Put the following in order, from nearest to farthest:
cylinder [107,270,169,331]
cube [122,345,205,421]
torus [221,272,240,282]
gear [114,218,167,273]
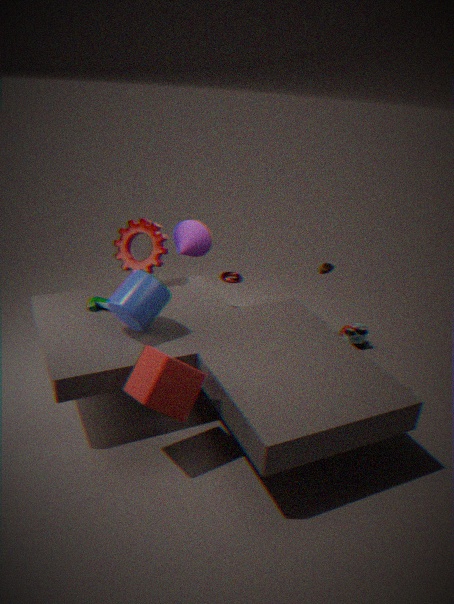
1. cube [122,345,205,421]
2. cylinder [107,270,169,331]
3. gear [114,218,167,273]
4. torus [221,272,240,282]
